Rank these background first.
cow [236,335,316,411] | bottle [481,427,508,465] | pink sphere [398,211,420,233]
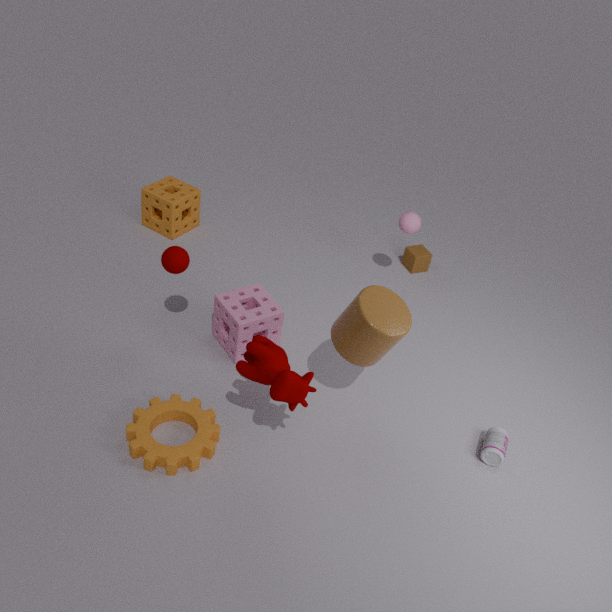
pink sphere [398,211,420,233] → bottle [481,427,508,465] → cow [236,335,316,411]
